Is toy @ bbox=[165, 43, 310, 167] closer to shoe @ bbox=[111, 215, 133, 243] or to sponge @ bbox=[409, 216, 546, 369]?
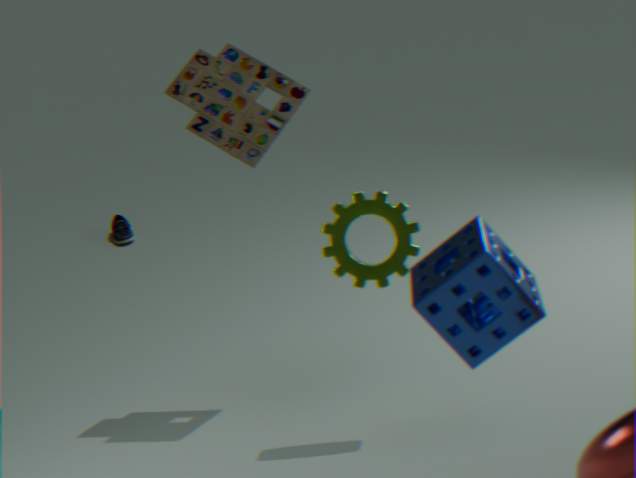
sponge @ bbox=[409, 216, 546, 369]
